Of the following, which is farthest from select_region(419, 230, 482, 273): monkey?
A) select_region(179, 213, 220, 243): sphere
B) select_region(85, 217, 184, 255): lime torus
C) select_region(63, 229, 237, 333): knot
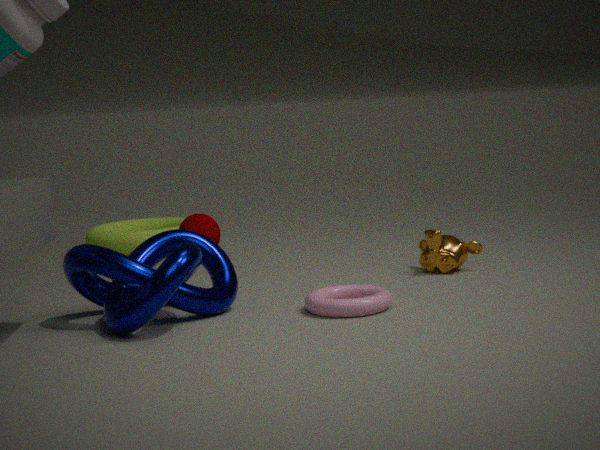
select_region(85, 217, 184, 255): lime torus
